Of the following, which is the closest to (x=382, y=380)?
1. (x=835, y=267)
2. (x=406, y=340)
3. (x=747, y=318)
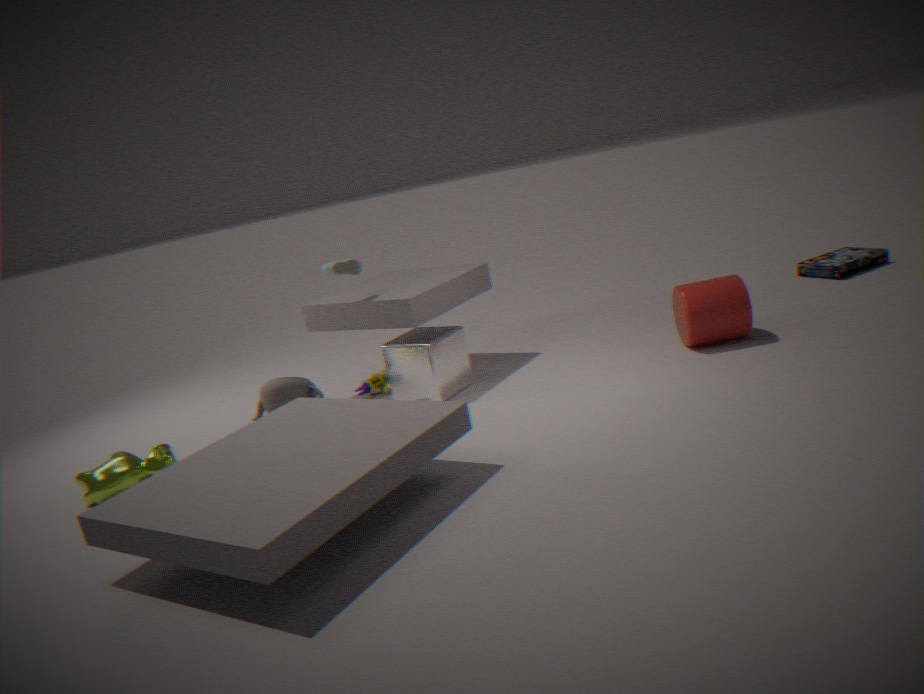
(x=406, y=340)
